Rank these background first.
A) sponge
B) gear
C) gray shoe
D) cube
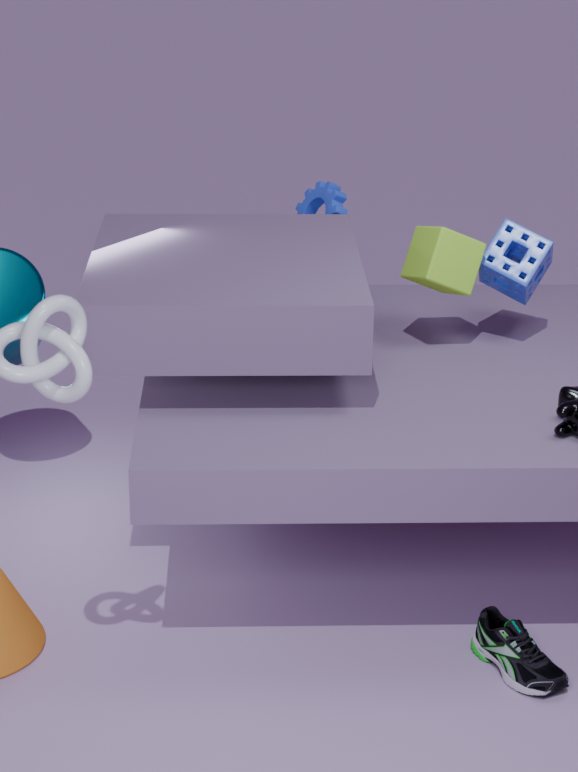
gear < sponge < cube < gray shoe
